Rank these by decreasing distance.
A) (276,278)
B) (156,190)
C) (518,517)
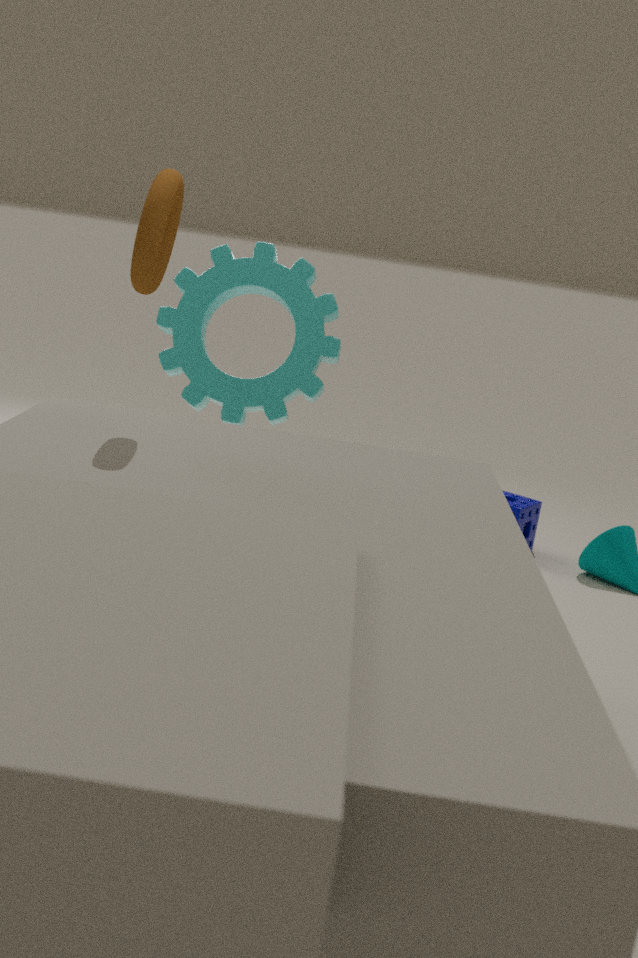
(518,517) < (276,278) < (156,190)
